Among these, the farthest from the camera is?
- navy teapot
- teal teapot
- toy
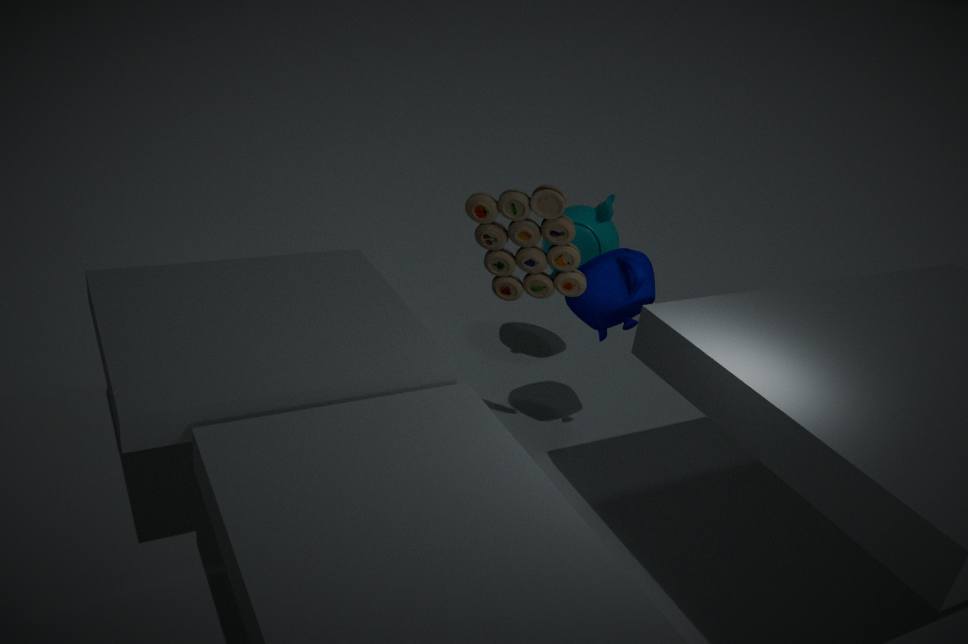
teal teapot
